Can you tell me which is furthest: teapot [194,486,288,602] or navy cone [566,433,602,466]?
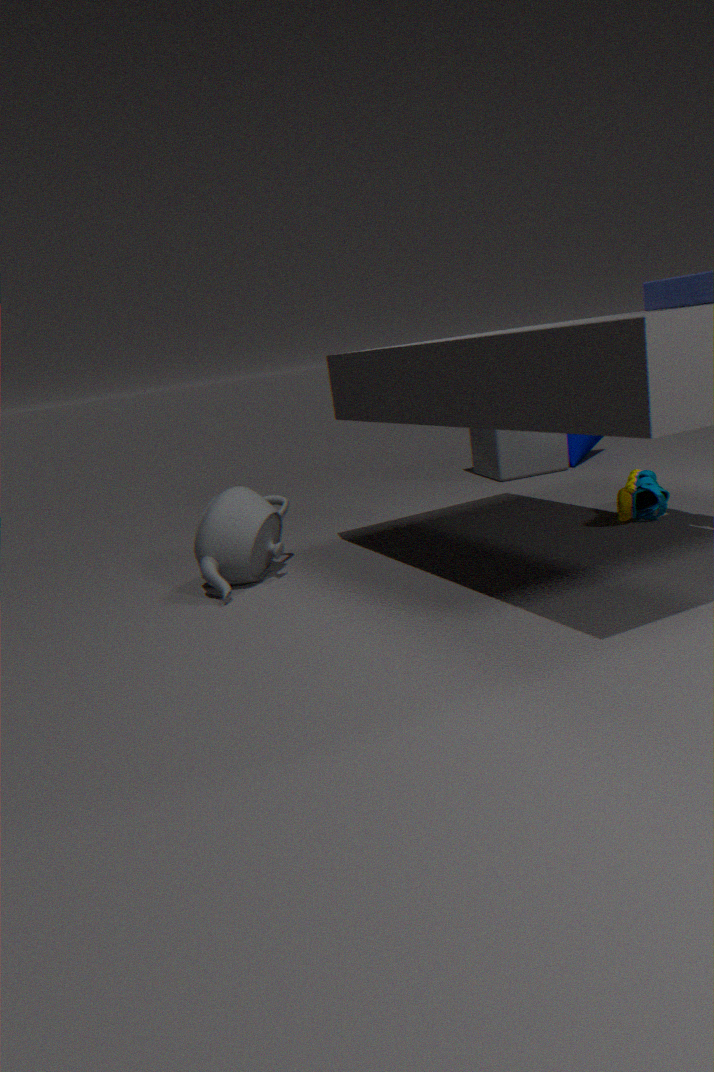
navy cone [566,433,602,466]
